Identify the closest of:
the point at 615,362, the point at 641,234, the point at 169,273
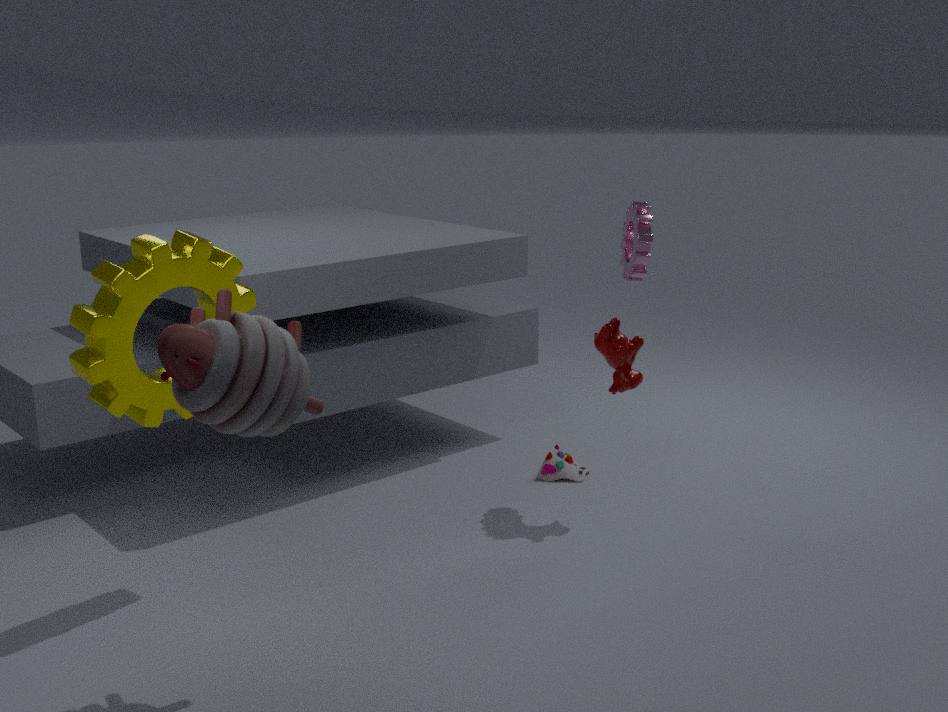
the point at 169,273
